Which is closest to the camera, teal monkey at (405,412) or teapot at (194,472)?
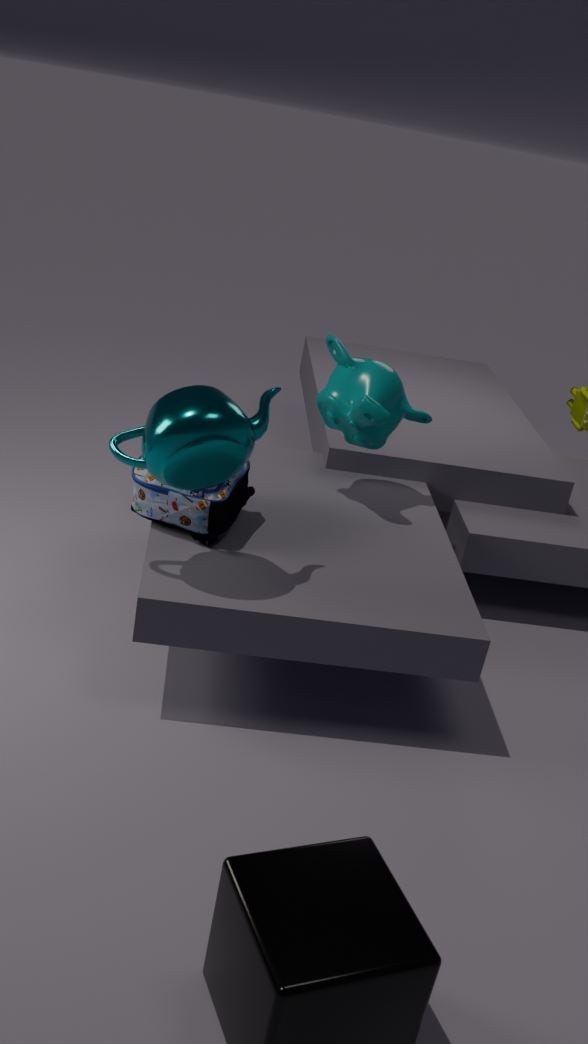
teapot at (194,472)
